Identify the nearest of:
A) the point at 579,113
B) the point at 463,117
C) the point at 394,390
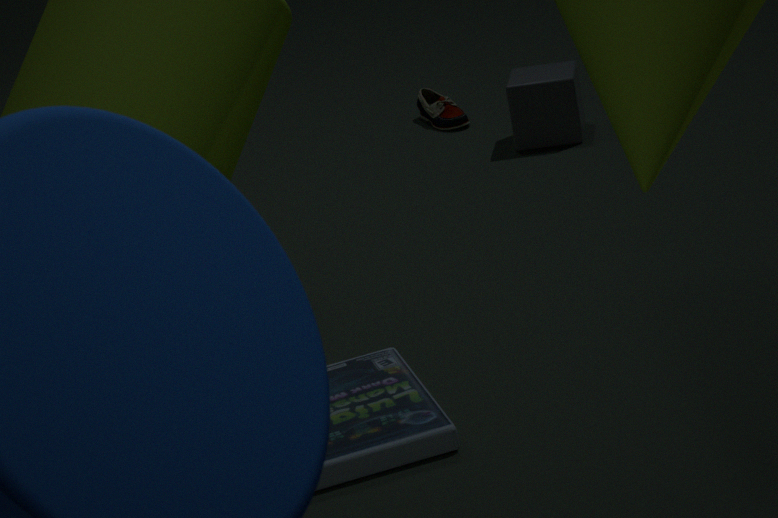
the point at 394,390
